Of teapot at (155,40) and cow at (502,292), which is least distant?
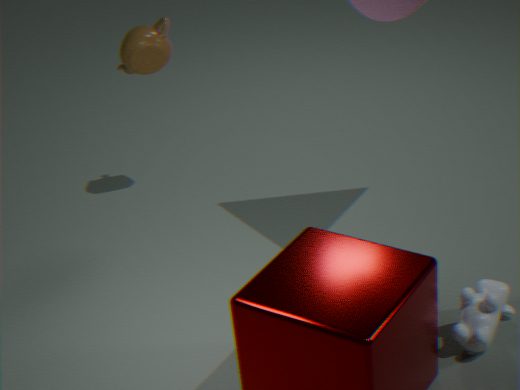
cow at (502,292)
